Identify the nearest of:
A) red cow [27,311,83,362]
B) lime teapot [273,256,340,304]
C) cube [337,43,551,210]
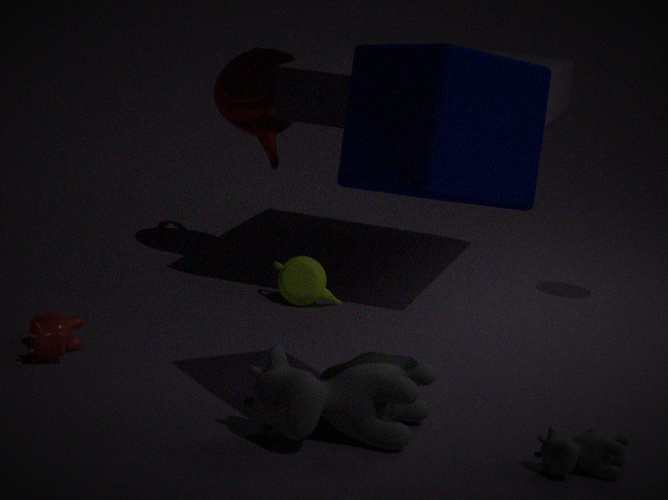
cube [337,43,551,210]
